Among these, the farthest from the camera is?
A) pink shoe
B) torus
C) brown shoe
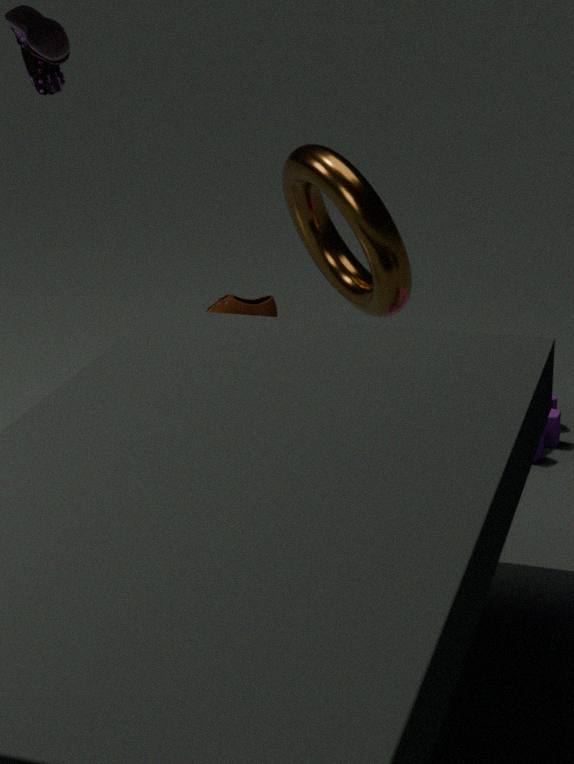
brown shoe
